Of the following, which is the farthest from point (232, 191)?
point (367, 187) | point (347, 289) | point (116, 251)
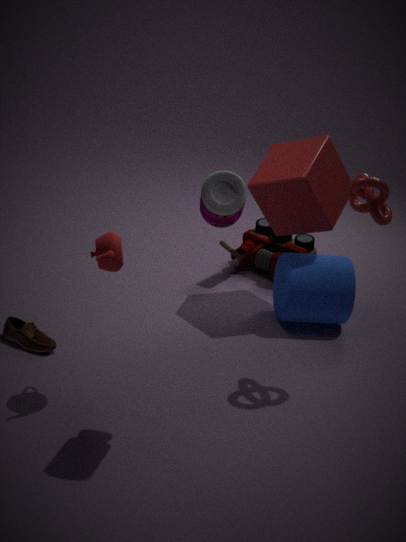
point (347, 289)
